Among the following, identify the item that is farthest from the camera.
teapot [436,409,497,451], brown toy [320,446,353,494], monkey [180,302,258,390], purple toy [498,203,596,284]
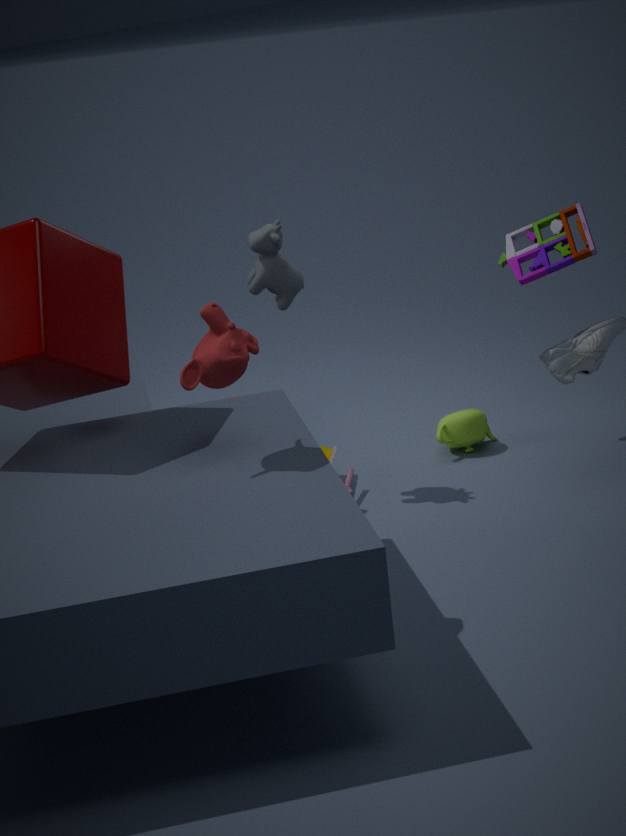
teapot [436,409,497,451]
